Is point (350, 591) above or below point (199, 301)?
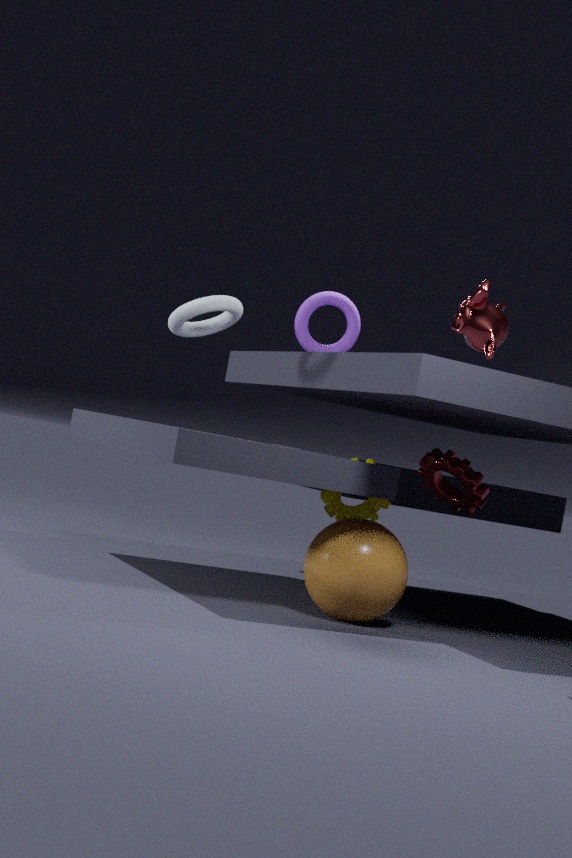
below
